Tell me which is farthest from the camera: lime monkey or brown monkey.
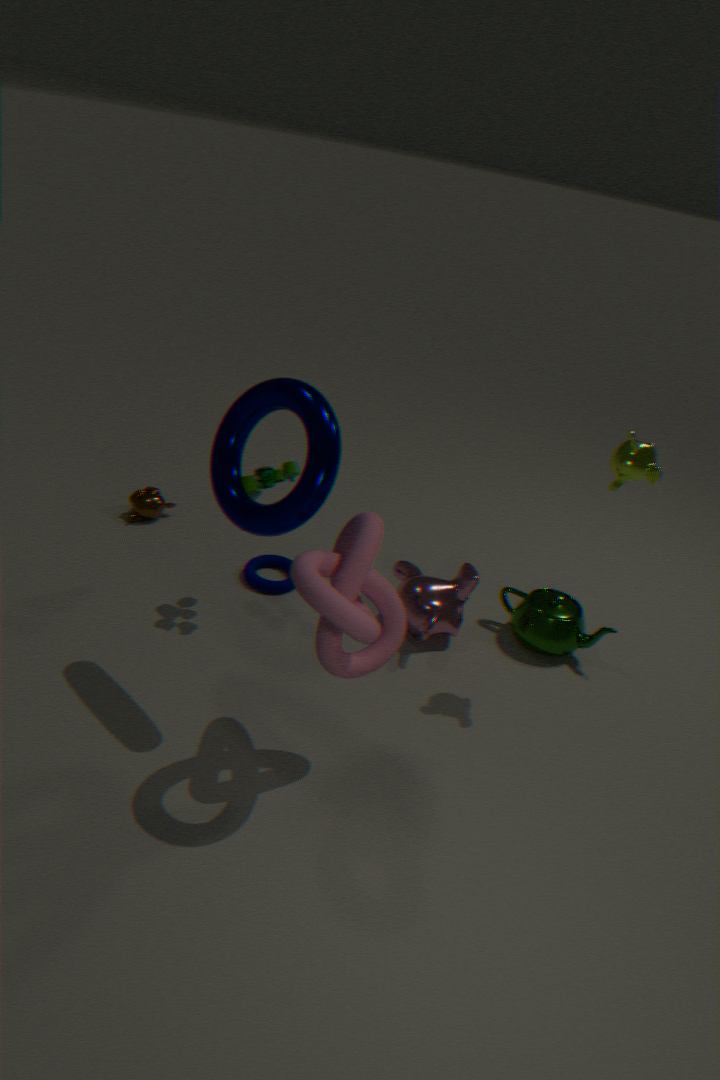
brown monkey
